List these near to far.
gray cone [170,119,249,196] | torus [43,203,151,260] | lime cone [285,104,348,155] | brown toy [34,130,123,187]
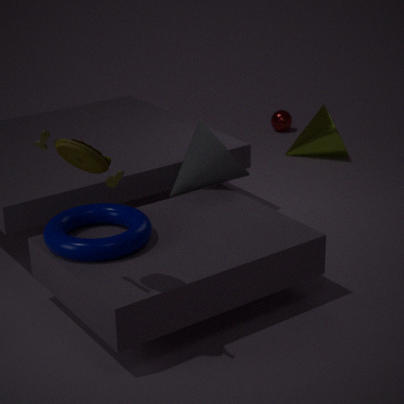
brown toy [34,130,123,187]
torus [43,203,151,260]
gray cone [170,119,249,196]
lime cone [285,104,348,155]
